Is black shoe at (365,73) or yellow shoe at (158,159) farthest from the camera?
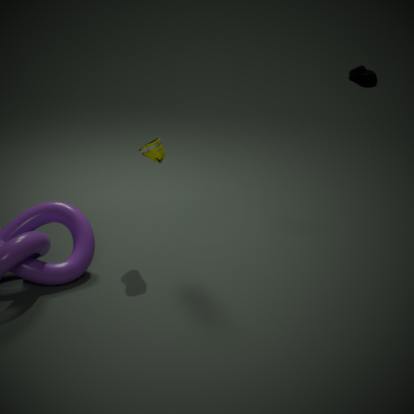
black shoe at (365,73)
